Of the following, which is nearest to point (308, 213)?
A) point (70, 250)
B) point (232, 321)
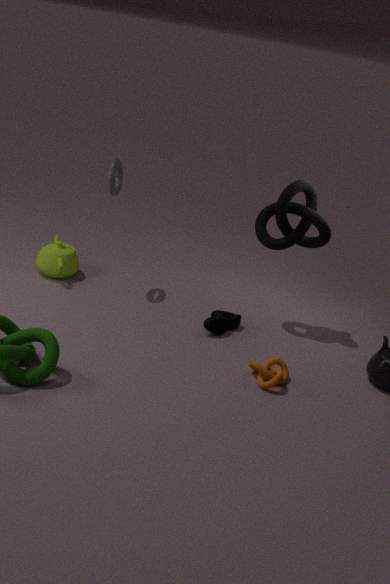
point (232, 321)
